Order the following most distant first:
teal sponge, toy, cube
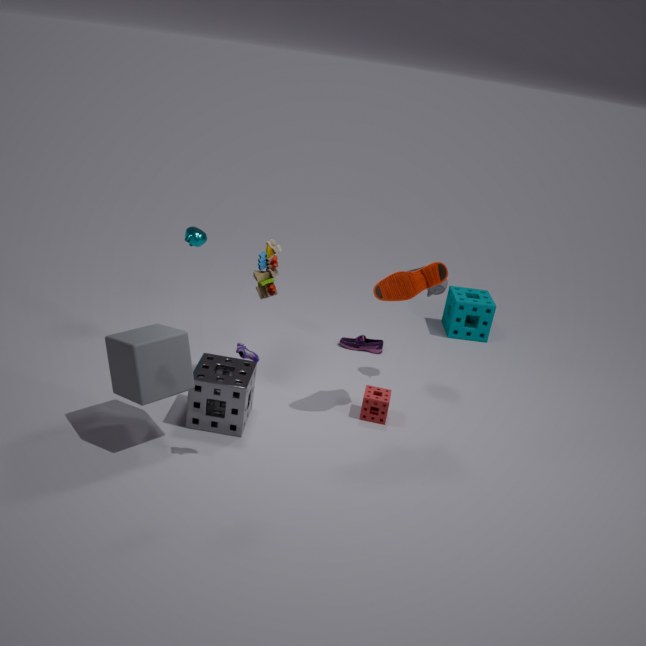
teal sponge < toy < cube
